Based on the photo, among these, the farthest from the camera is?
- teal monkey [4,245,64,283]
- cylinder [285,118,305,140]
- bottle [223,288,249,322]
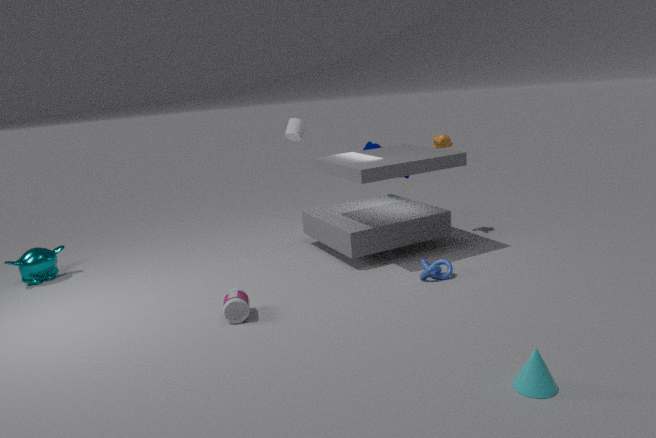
cylinder [285,118,305,140]
